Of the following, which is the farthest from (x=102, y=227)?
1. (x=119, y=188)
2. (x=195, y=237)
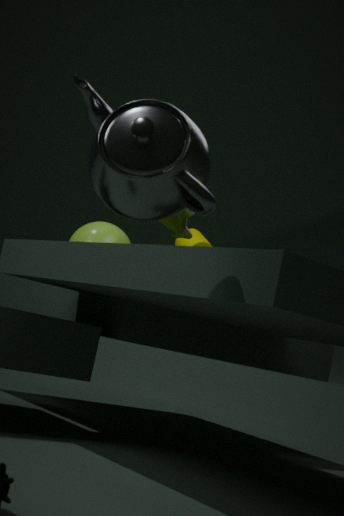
(x=119, y=188)
